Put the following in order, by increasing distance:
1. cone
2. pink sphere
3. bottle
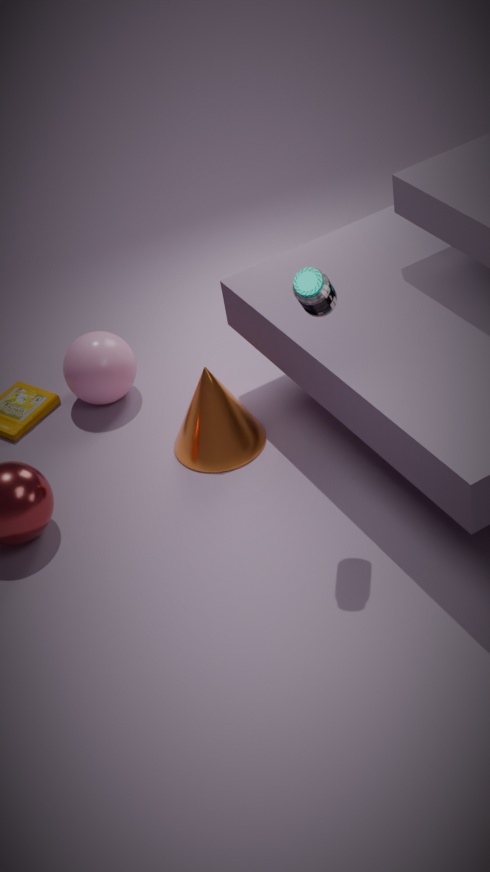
bottle
cone
pink sphere
